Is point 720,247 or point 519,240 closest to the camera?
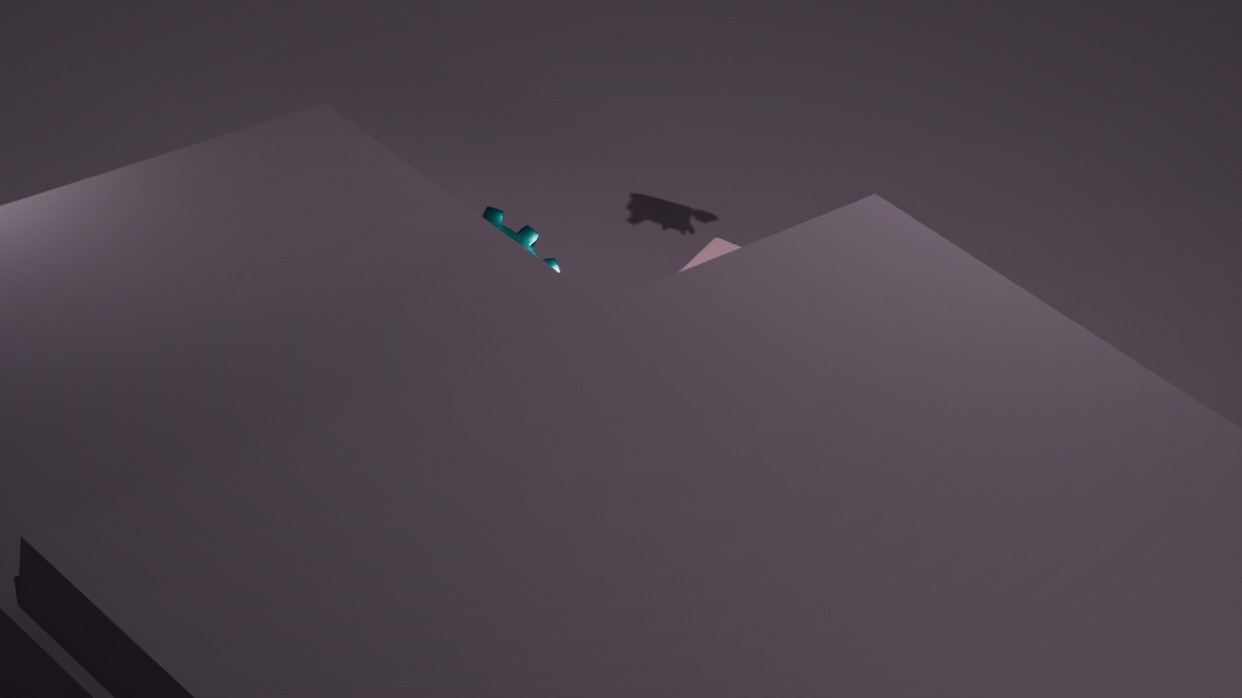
point 519,240
